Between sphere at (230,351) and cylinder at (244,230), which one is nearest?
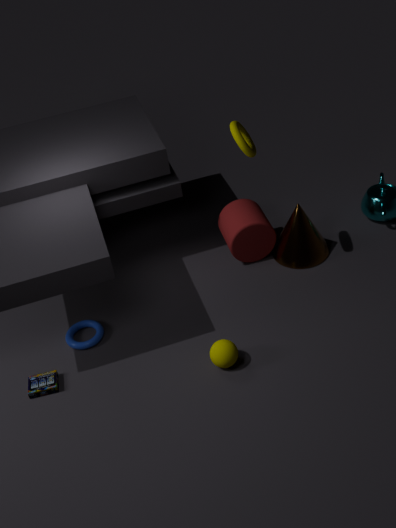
sphere at (230,351)
